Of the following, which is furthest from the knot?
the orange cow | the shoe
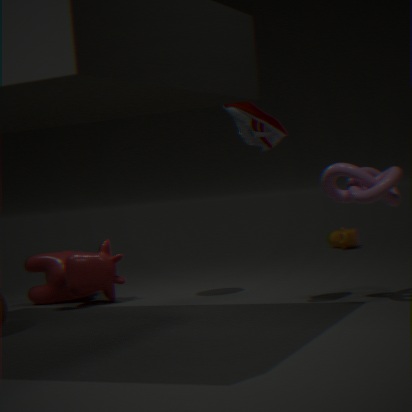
the orange cow
